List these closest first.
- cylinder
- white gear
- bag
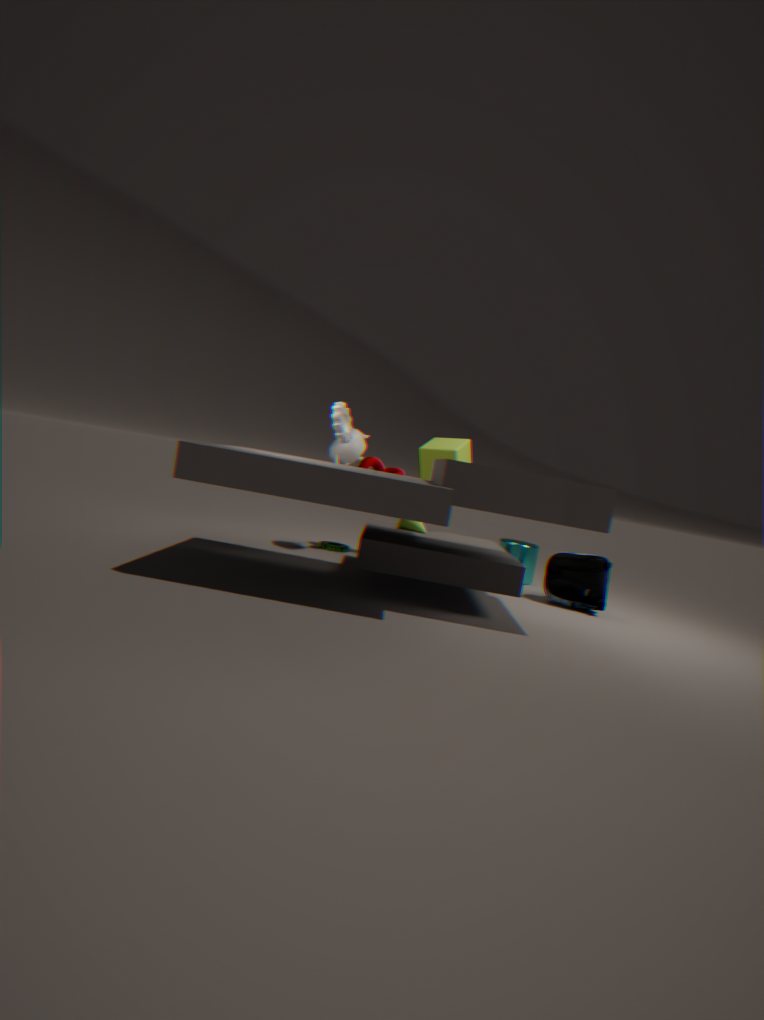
white gear → bag → cylinder
